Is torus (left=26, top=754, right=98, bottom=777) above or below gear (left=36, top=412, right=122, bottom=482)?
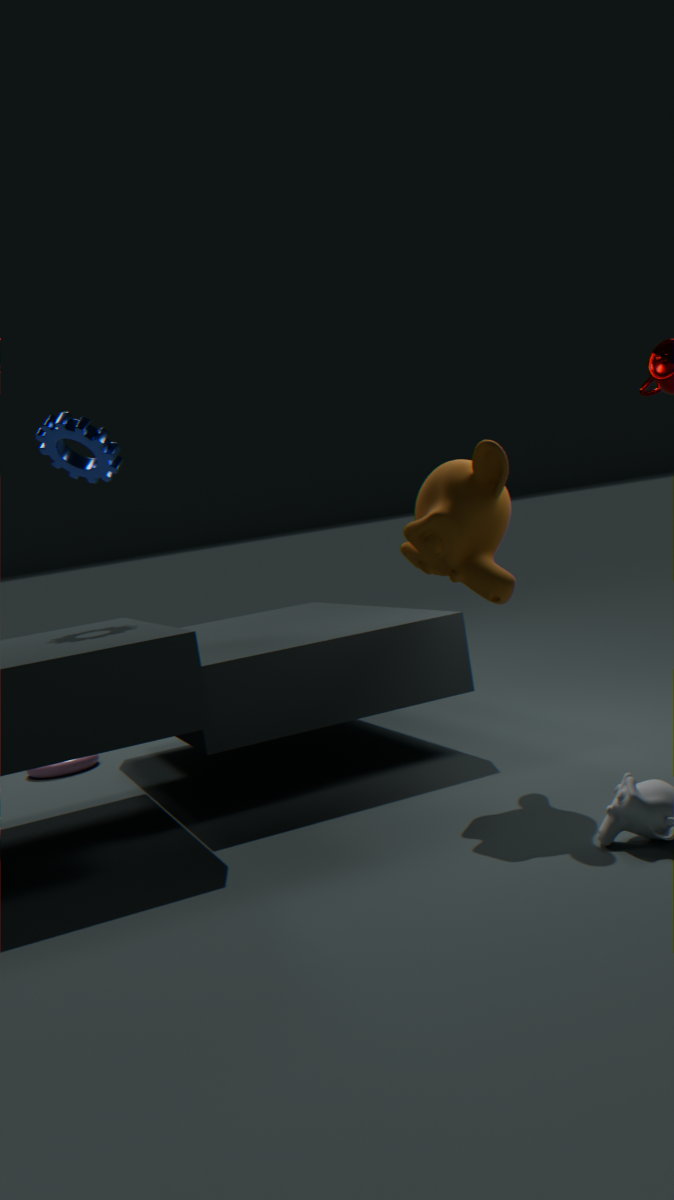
below
